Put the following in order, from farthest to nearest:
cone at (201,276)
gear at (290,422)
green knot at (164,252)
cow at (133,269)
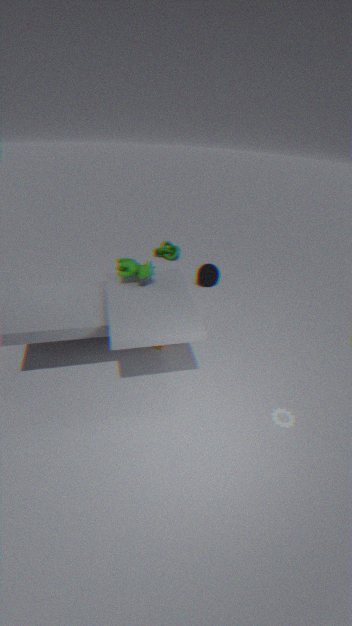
1. green knot at (164,252)
2. cone at (201,276)
3. cow at (133,269)
4. gear at (290,422)
